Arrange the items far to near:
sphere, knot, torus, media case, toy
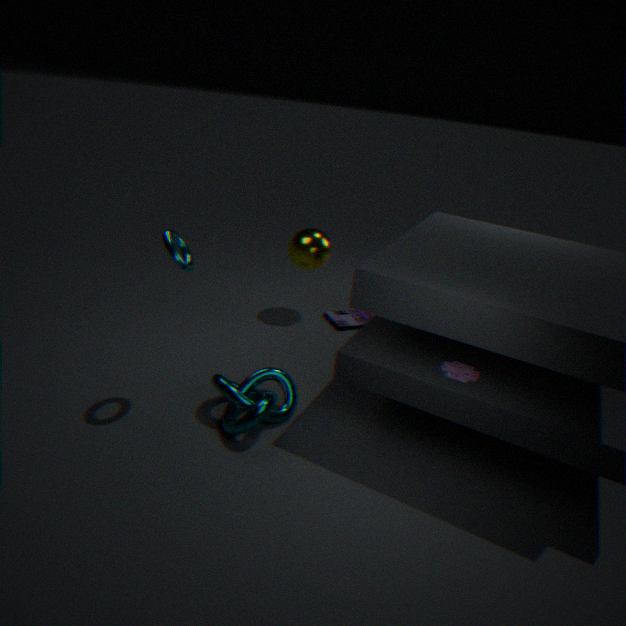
1. media case
2. sphere
3. knot
4. toy
5. torus
